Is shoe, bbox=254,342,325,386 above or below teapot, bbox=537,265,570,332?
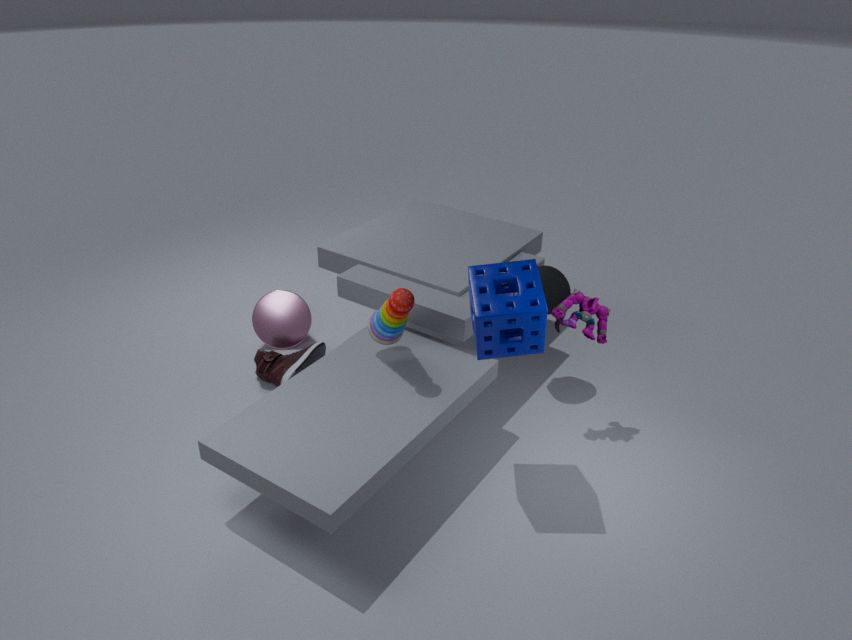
below
